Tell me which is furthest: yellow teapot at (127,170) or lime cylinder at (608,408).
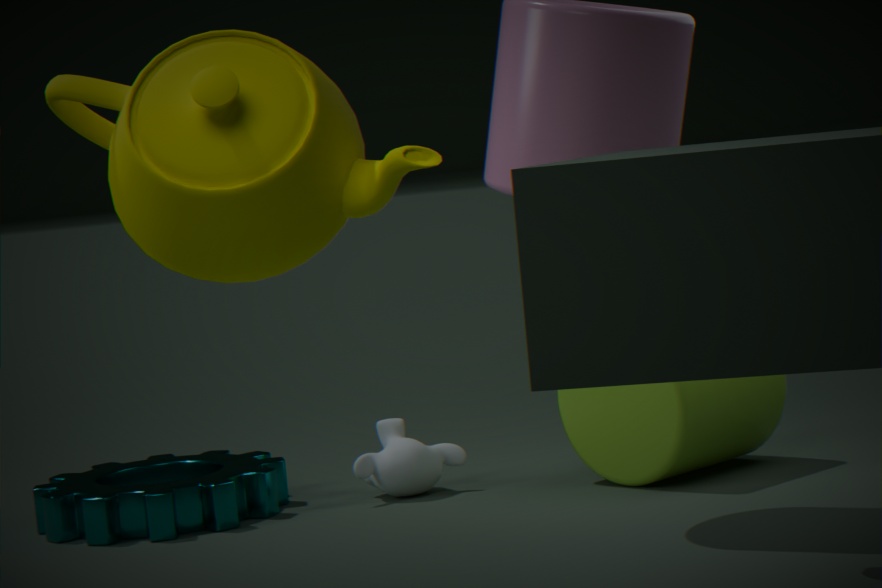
lime cylinder at (608,408)
